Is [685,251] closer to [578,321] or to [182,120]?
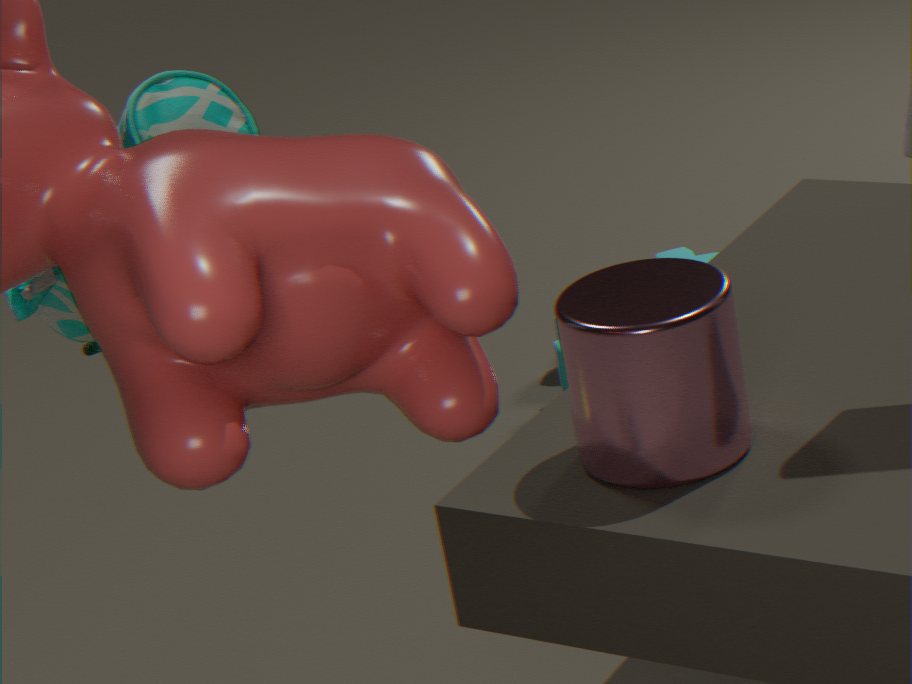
[578,321]
